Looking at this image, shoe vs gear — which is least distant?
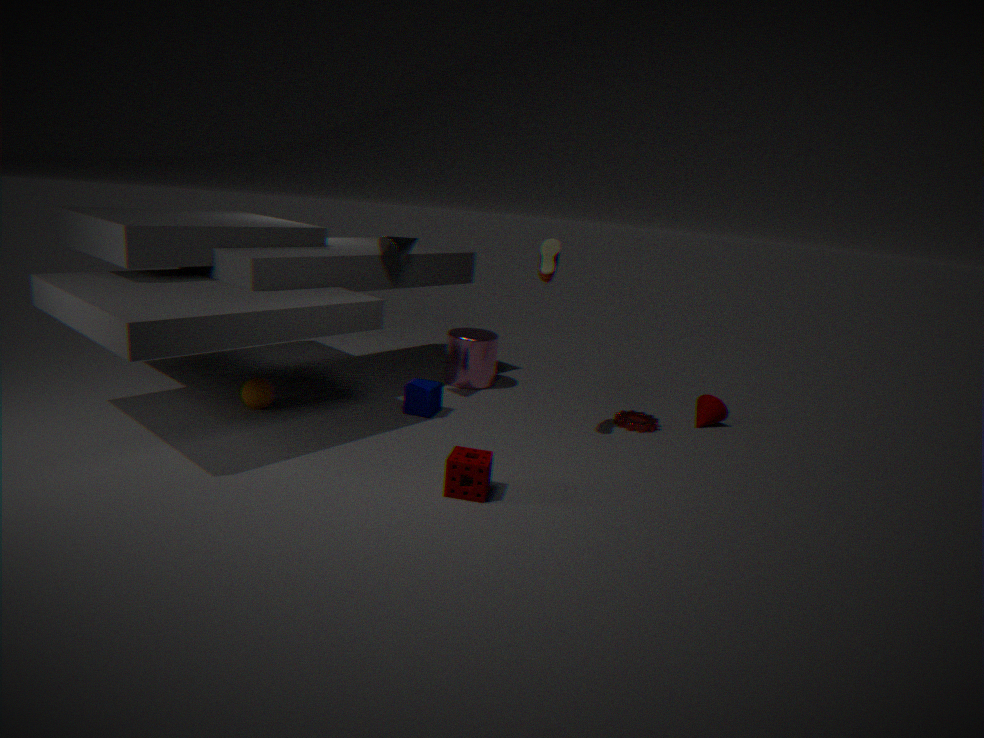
shoe
